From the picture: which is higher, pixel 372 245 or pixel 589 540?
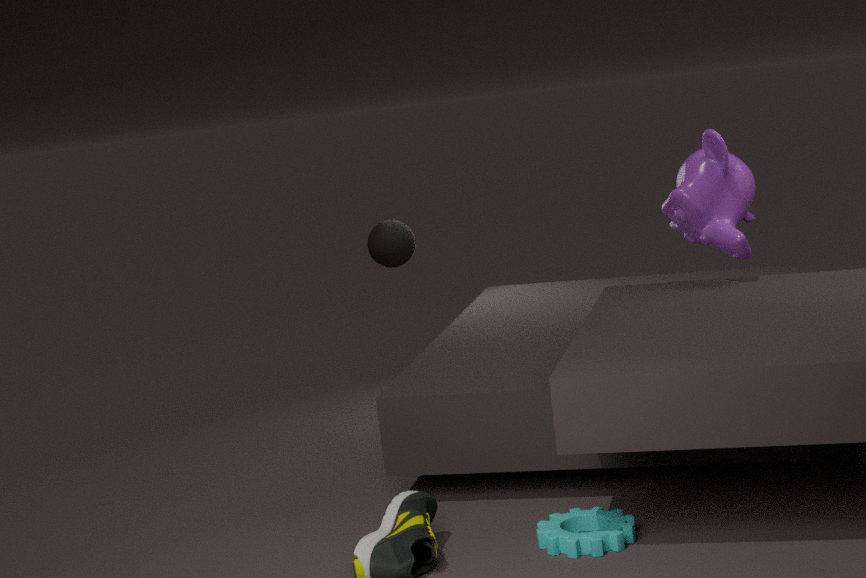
pixel 372 245
